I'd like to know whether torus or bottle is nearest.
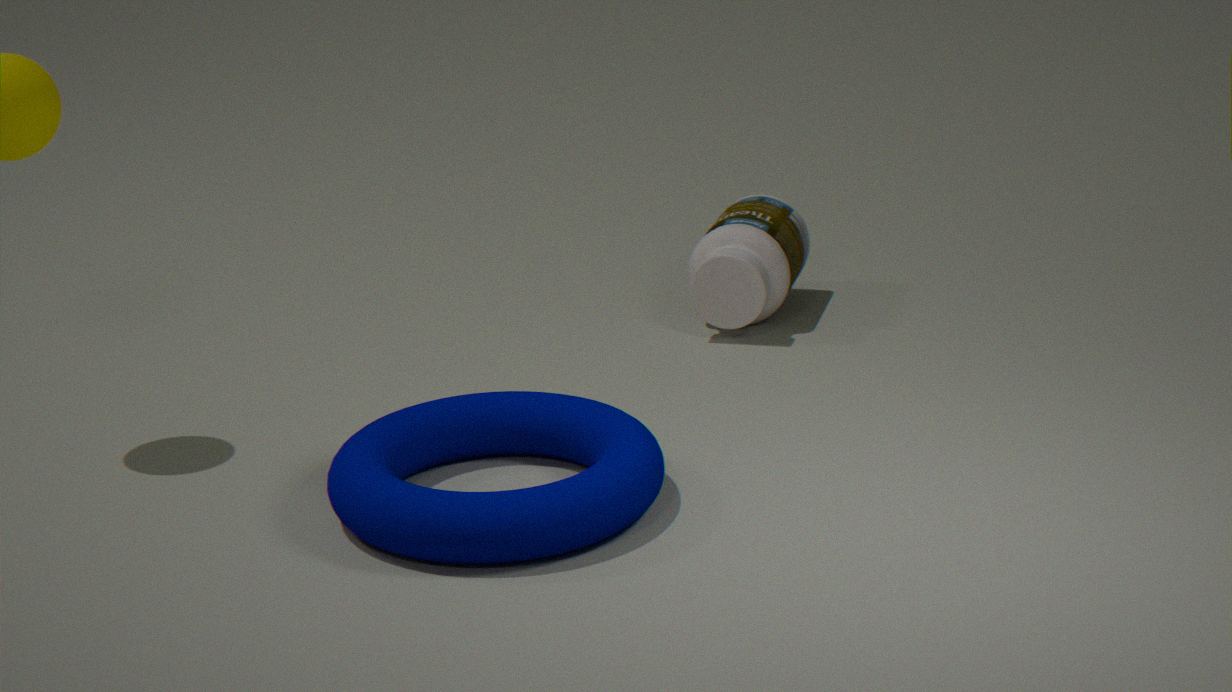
torus
